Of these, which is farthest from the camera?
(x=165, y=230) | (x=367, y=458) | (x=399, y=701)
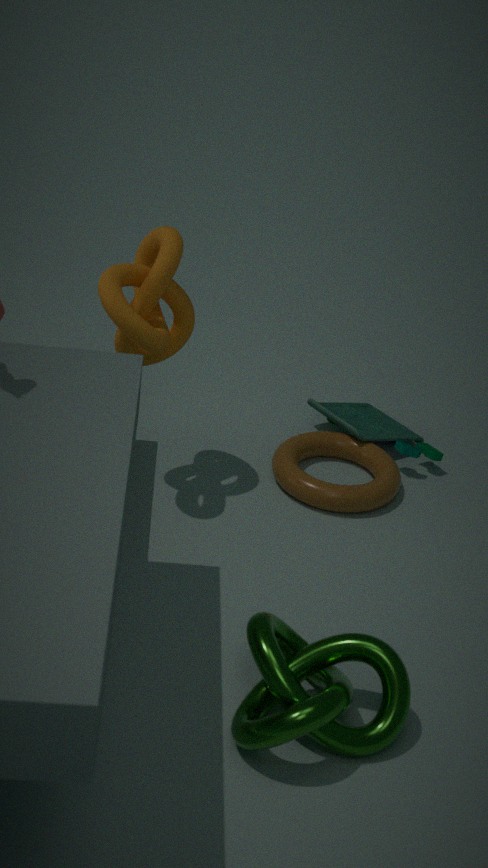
(x=367, y=458)
